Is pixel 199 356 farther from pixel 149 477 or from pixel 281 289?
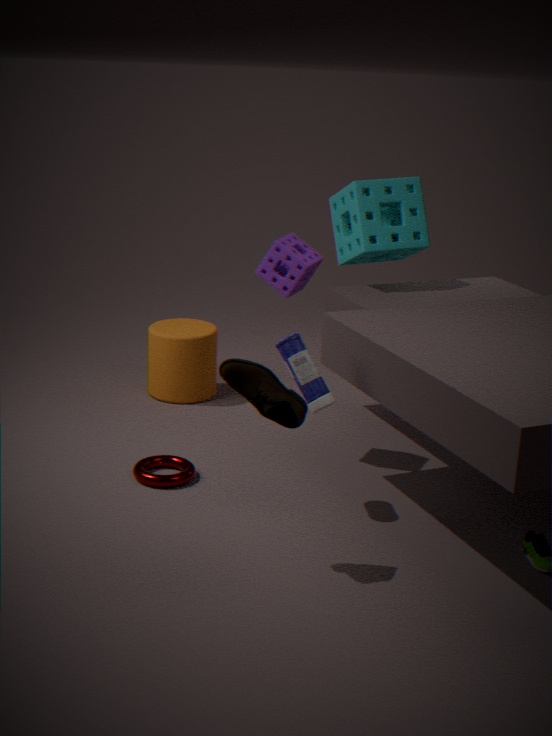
pixel 281 289
